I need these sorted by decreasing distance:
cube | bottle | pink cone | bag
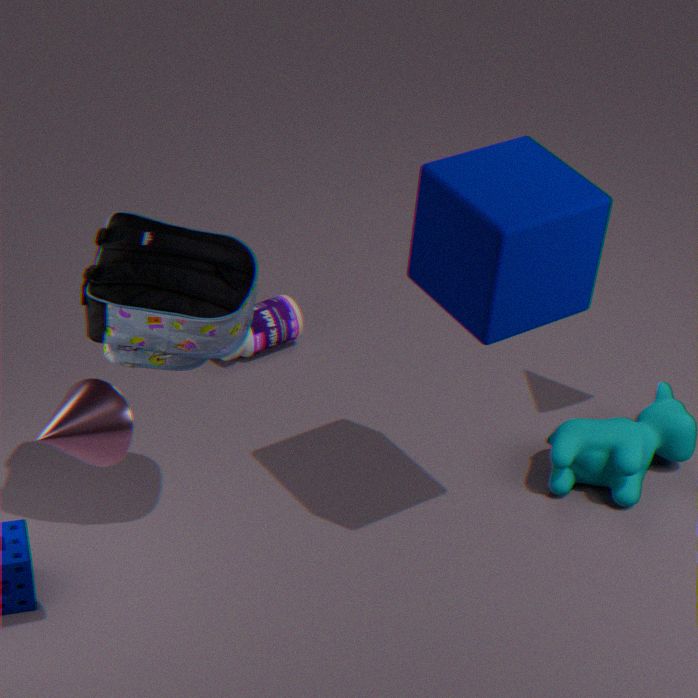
1. bottle
2. bag
3. cube
4. pink cone
